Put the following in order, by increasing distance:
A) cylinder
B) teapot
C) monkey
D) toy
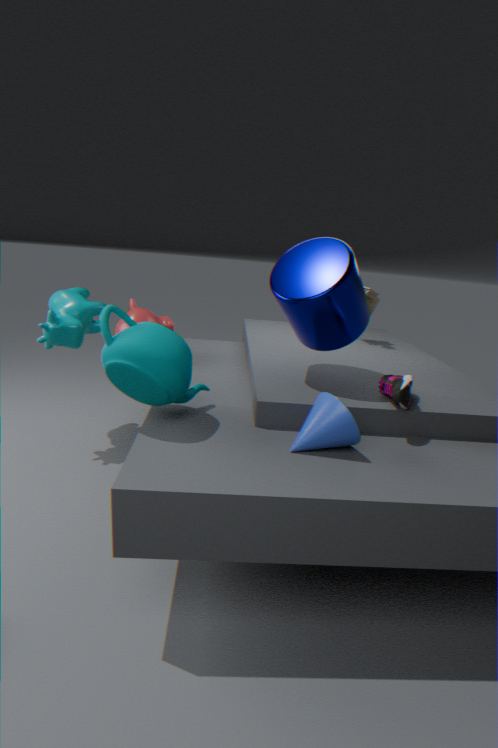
teapot → cylinder → monkey → toy
